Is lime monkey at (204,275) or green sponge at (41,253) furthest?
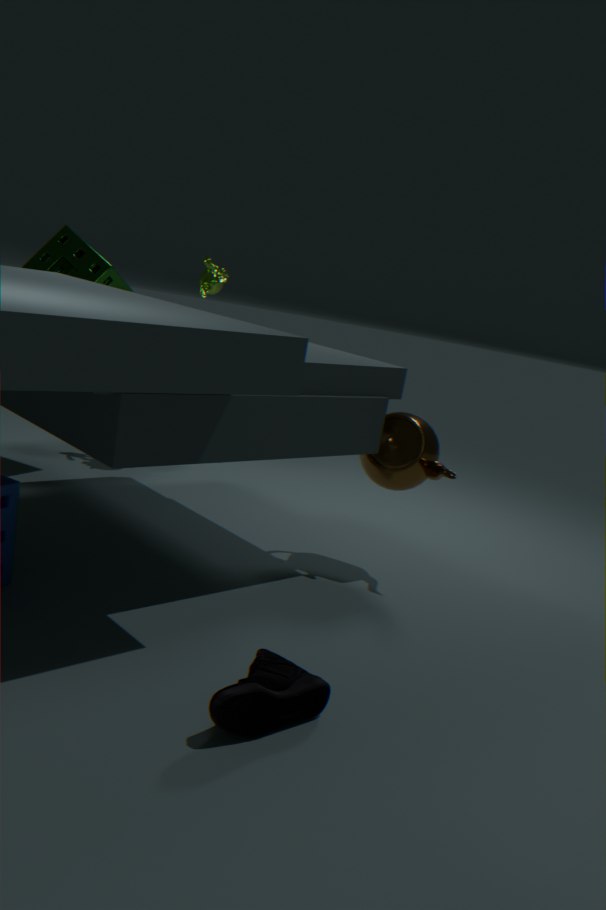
lime monkey at (204,275)
